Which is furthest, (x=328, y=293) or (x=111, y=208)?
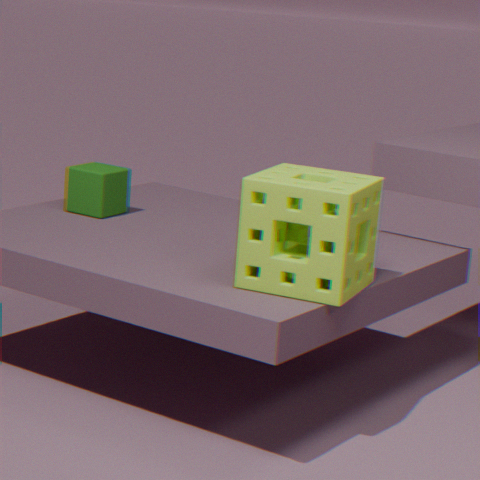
(x=111, y=208)
